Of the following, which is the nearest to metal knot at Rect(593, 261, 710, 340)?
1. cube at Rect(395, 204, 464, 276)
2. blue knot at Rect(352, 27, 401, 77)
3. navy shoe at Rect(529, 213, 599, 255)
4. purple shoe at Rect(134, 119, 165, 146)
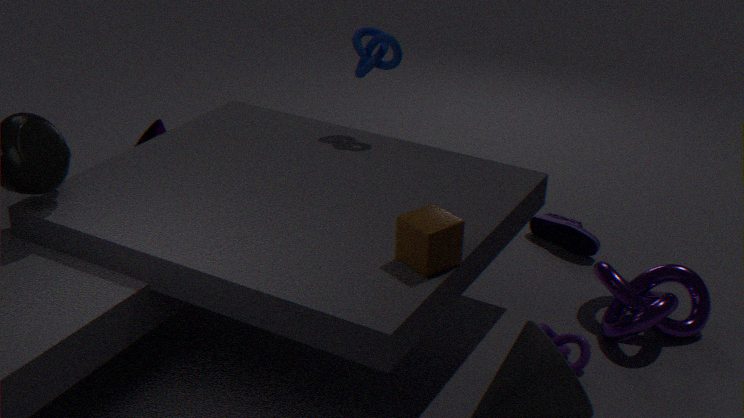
navy shoe at Rect(529, 213, 599, 255)
